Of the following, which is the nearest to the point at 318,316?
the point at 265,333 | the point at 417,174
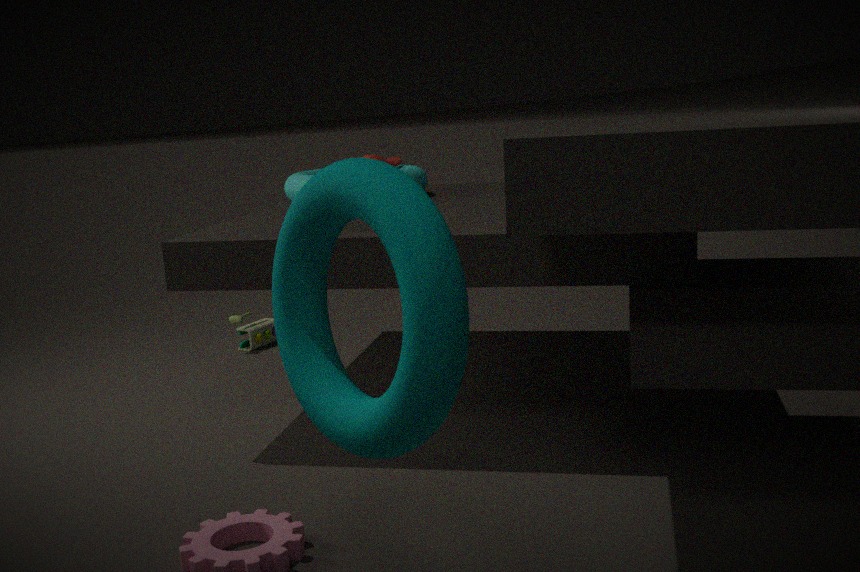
the point at 417,174
